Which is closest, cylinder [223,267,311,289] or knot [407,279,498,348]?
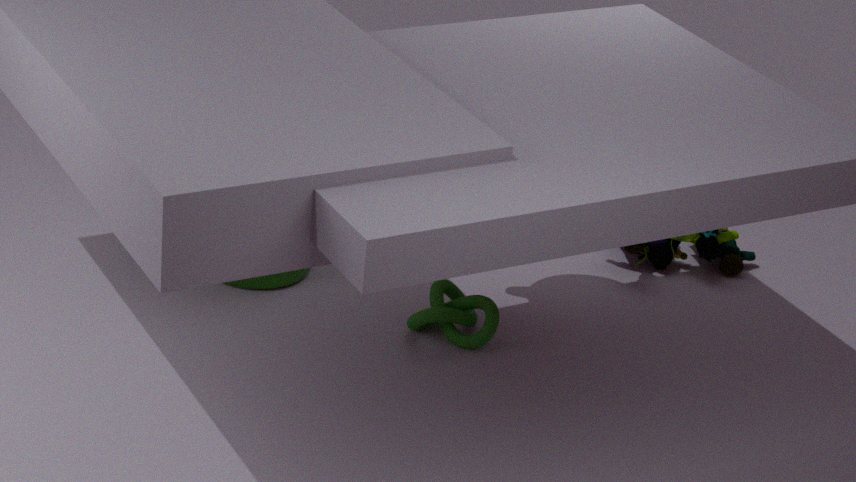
knot [407,279,498,348]
